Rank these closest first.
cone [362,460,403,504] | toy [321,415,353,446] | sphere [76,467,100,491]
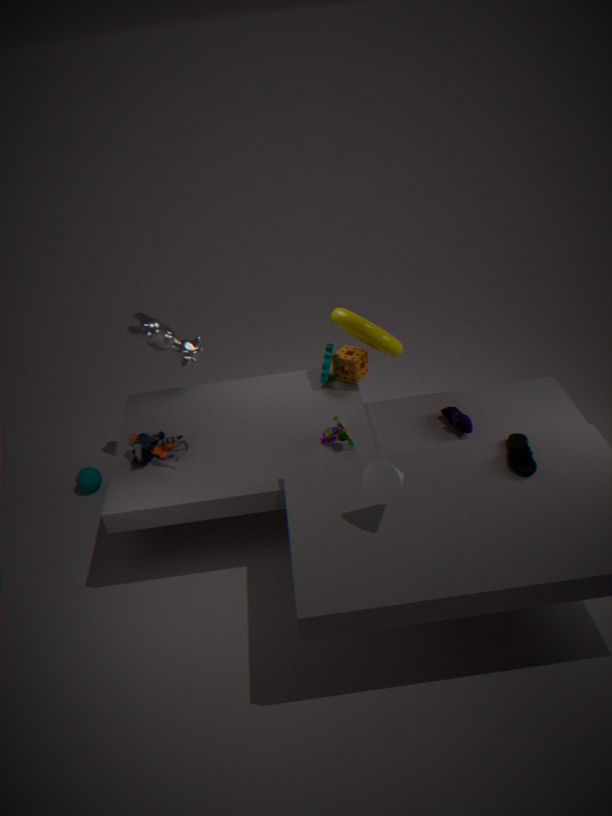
cone [362,460,403,504], toy [321,415,353,446], sphere [76,467,100,491]
